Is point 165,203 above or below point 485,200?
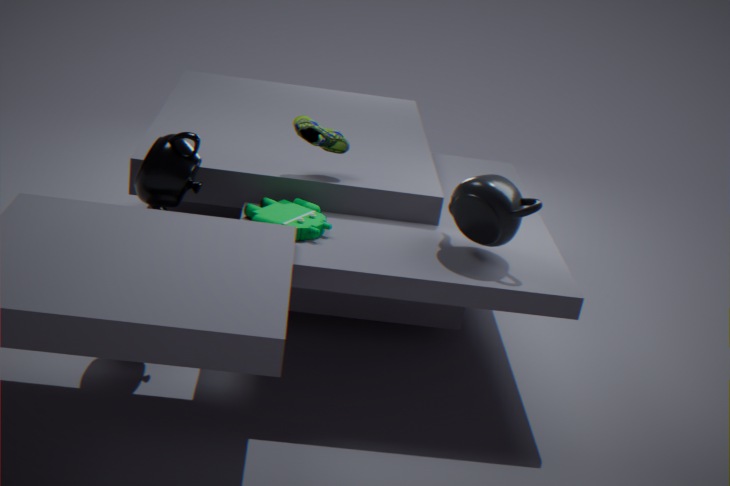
below
